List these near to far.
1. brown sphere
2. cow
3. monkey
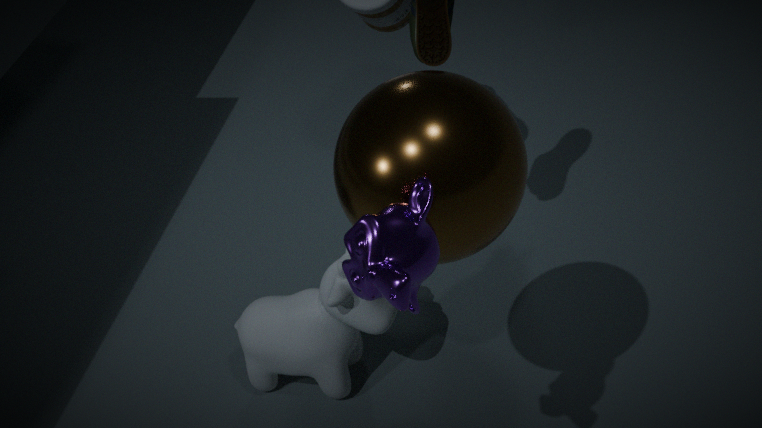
1. monkey
2. brown sphere
3. cow
